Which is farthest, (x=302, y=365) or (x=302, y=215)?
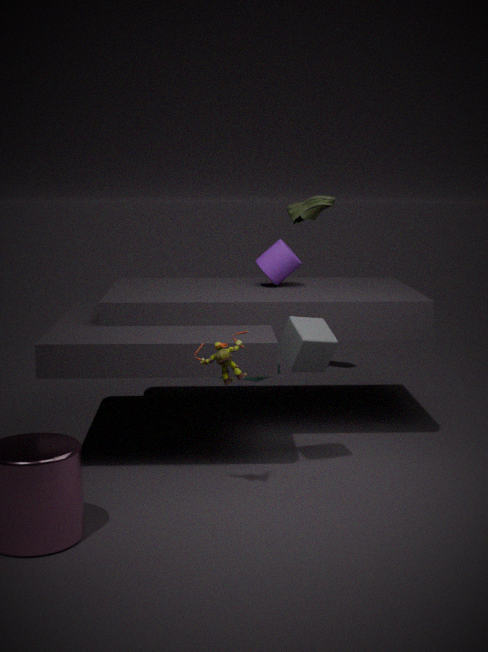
(x=302, y=215)
